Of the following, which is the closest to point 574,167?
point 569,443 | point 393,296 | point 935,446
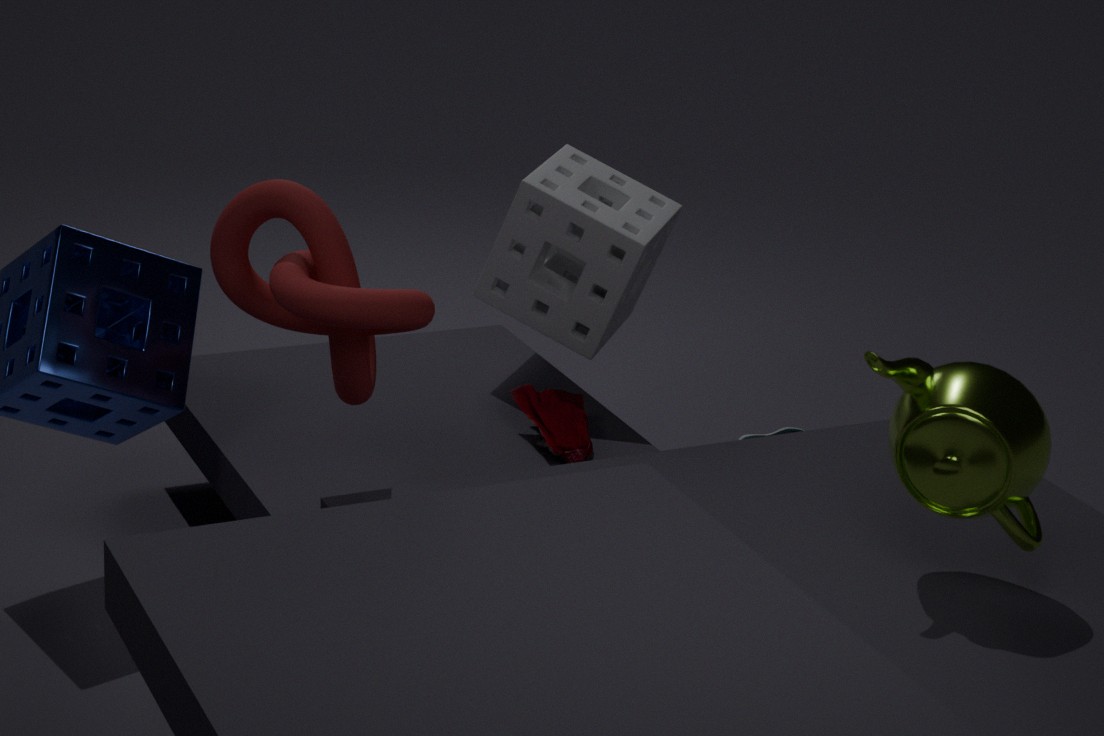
point 569,443
